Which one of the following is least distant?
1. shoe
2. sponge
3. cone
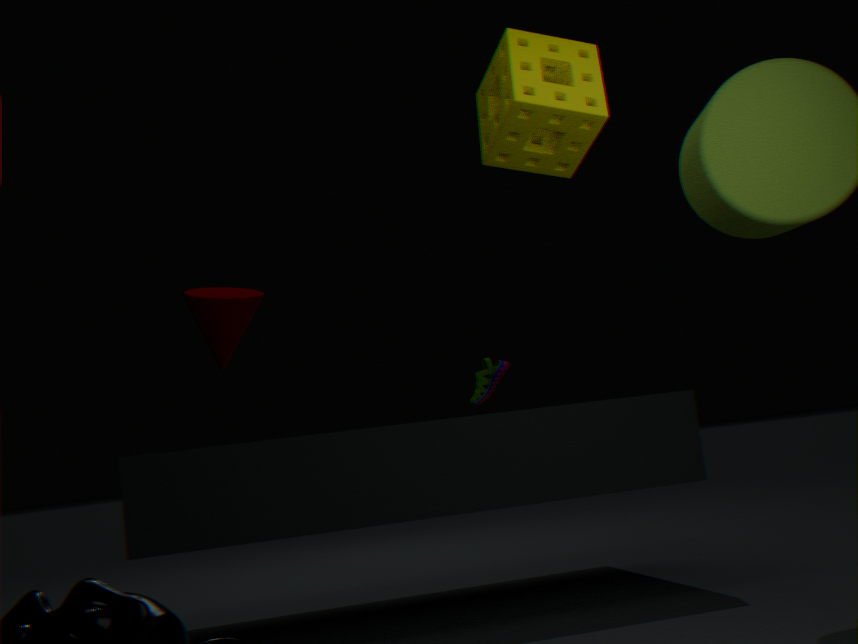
sponge
